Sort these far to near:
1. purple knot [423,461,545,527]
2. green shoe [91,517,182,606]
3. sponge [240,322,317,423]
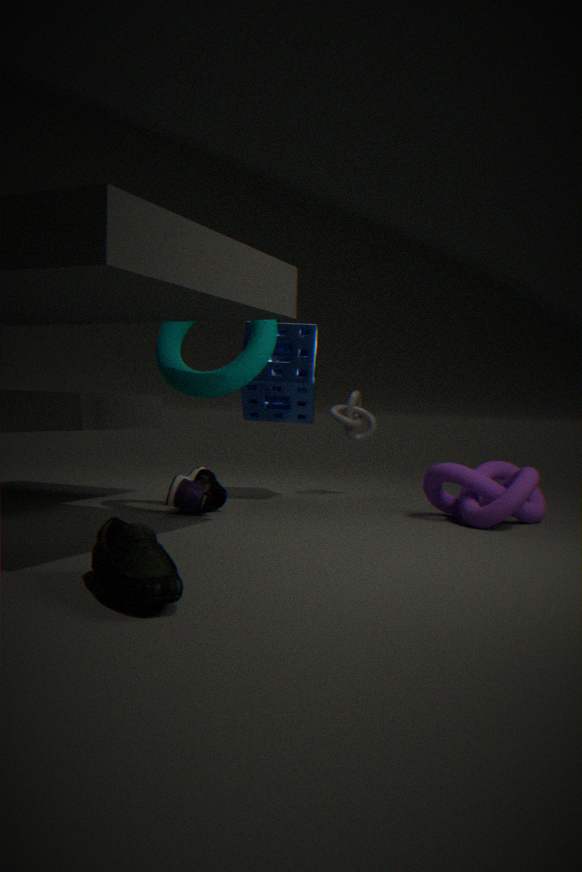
sponge [240,322,317,423]
purple knot [423,461,545,527]
green shoe [91,517,182,606]
